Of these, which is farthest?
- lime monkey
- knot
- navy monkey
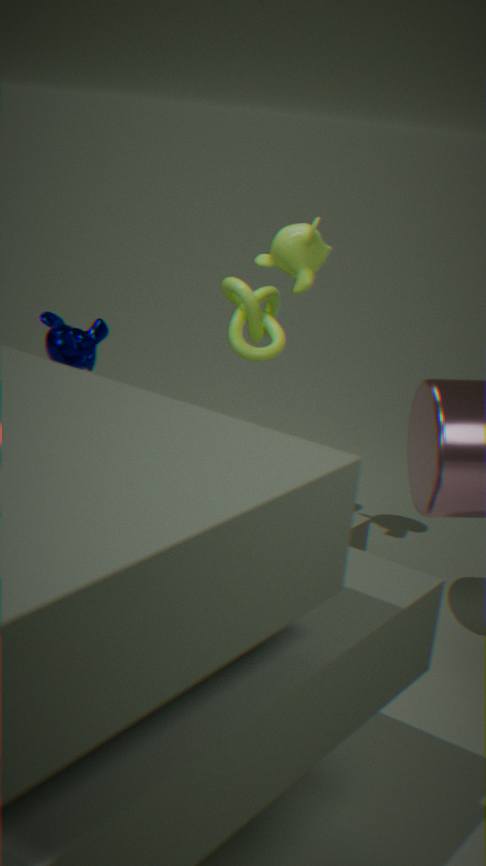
navy monkey
